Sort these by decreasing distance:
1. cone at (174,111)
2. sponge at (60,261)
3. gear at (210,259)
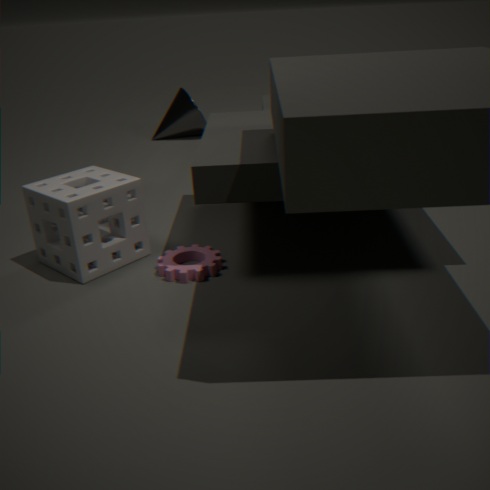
cone at (174,111), gear at (210,259), sponge at (60,261)
